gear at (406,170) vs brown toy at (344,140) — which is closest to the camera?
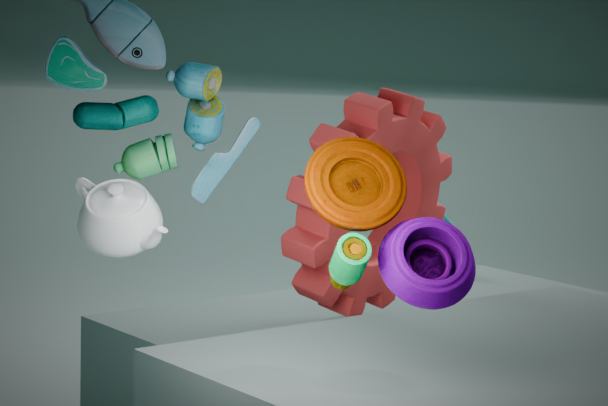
brown toy at (344,140)
